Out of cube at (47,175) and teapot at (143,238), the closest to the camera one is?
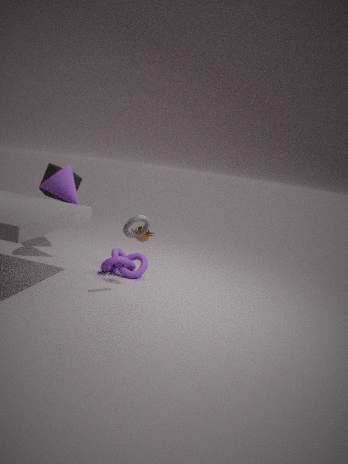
teapot at (143,238)
